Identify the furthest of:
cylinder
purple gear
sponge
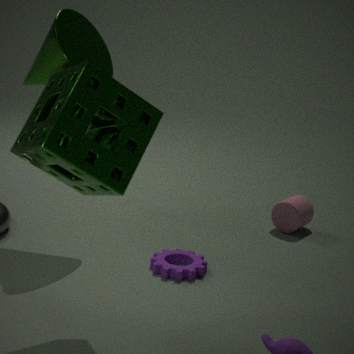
cylinder
